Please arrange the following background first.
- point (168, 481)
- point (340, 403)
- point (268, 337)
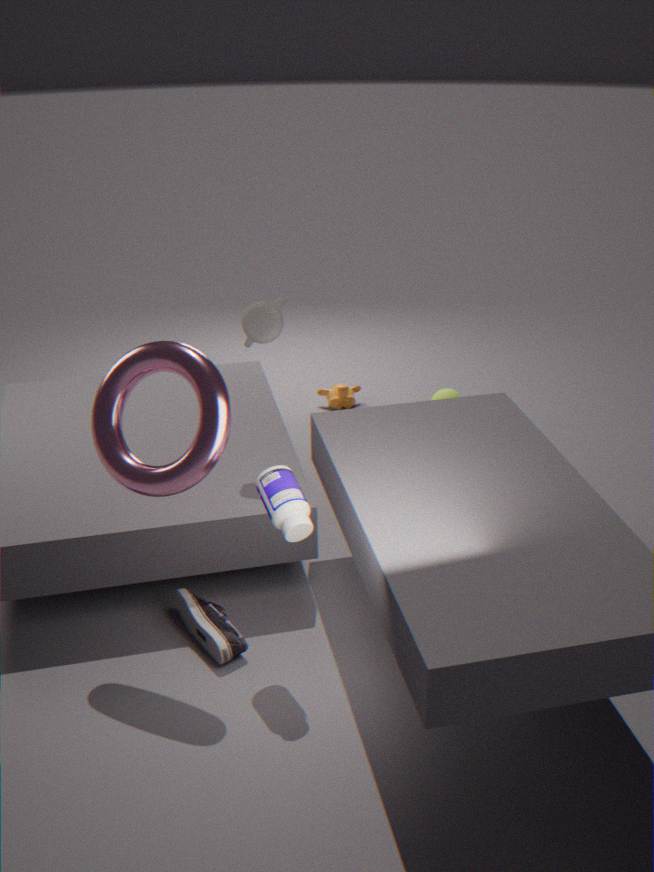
point (340, 403)
point (268, 337)
point (168, 481)
